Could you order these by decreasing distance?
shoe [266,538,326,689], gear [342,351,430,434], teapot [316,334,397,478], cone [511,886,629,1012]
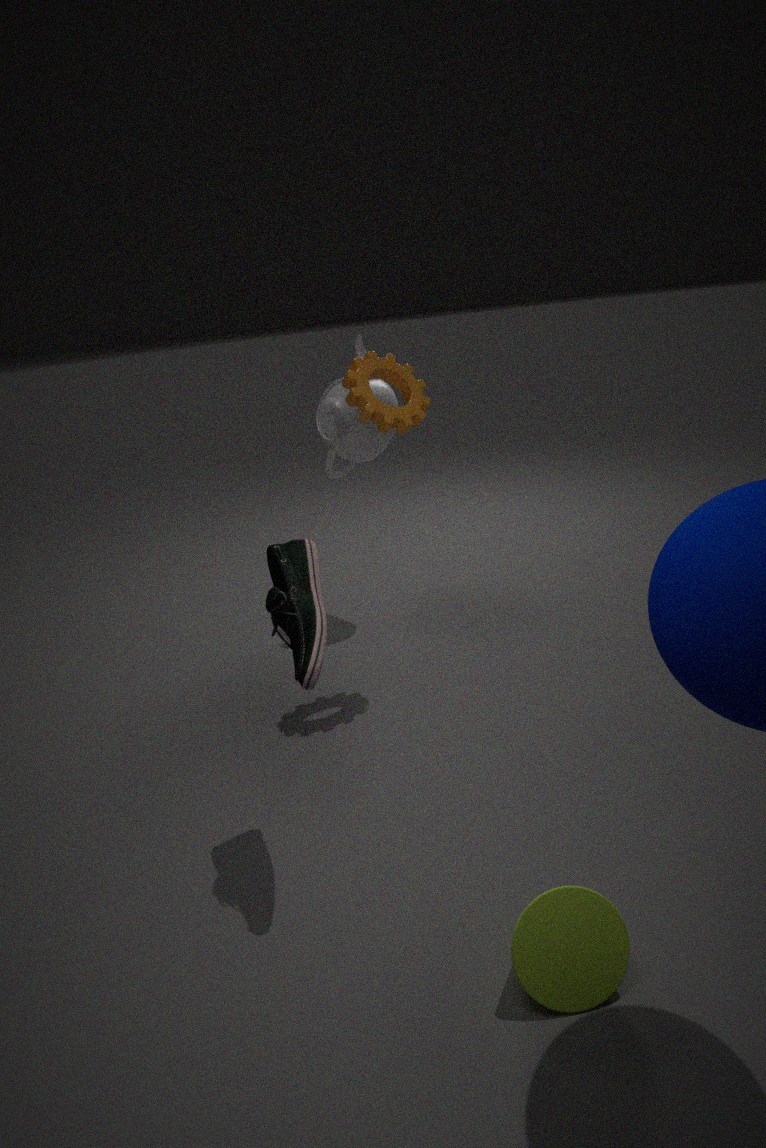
teapot [316,334,397,478]
gear [342,351,430,434]
shoe [266,538,326,689]
cone [511,886,629,1012]
